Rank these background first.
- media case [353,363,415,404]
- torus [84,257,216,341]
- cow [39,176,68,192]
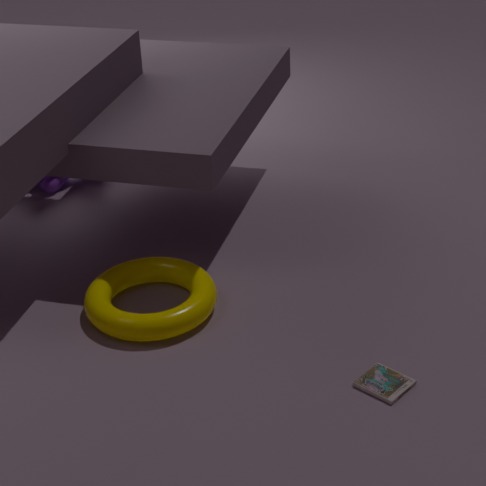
1. cow [39,176,68,192]
2. torus [84,257,216,341]
3. media case [353,363,415,404]
